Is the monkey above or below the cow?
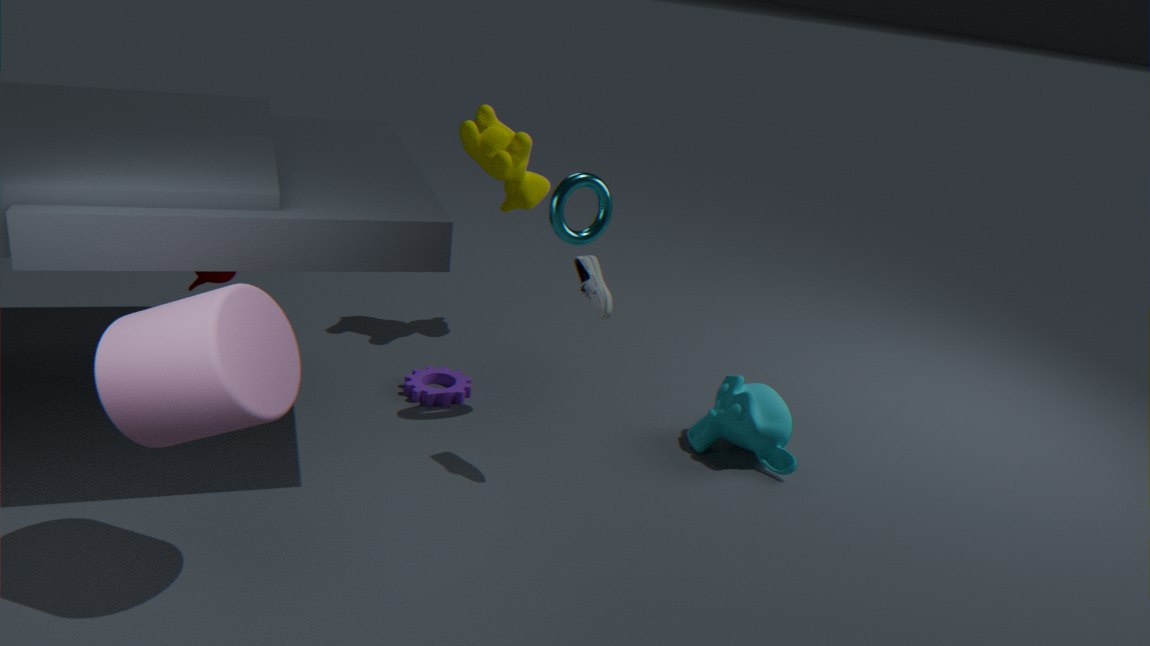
below
